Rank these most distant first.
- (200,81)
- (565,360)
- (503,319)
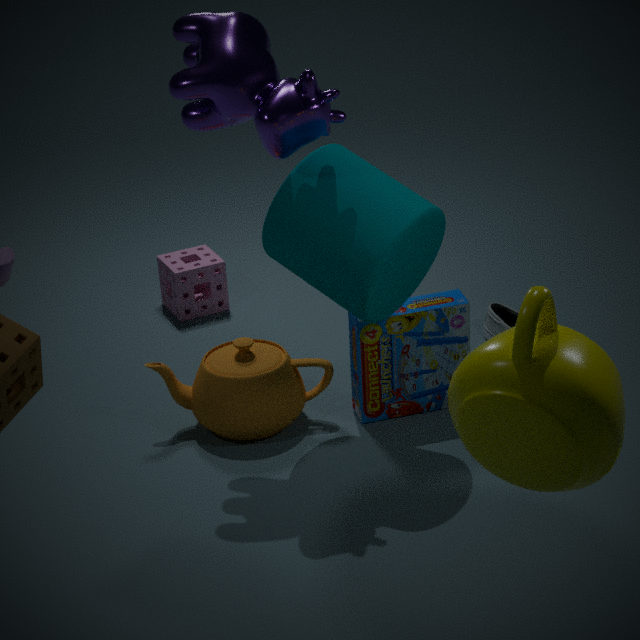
1. (503,319)
2. (200,81)
3. (565,360)
